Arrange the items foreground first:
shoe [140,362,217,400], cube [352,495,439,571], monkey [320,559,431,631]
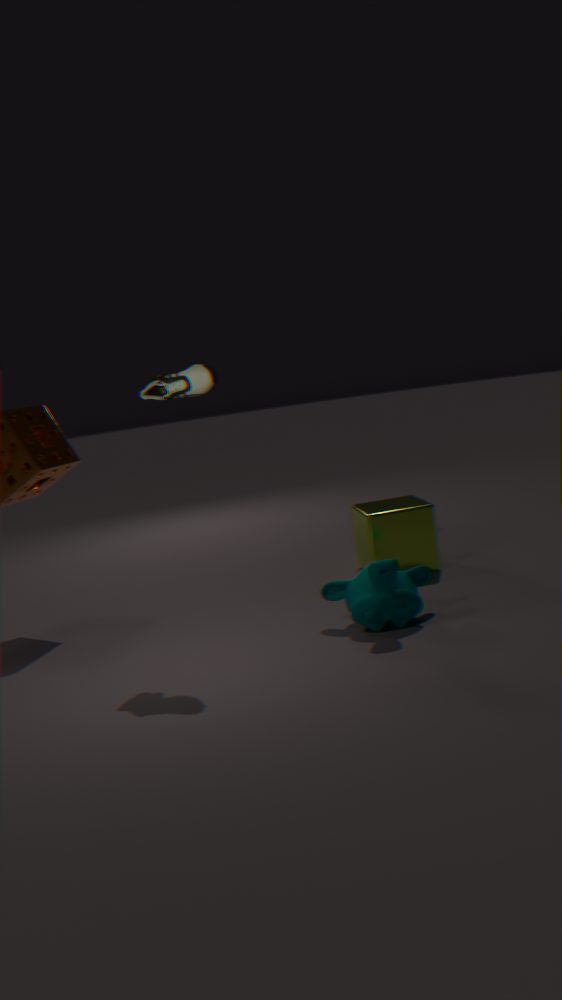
monkey [320,559,431,631], shoe [140,362,217,400], cube [352,495,439,571]
